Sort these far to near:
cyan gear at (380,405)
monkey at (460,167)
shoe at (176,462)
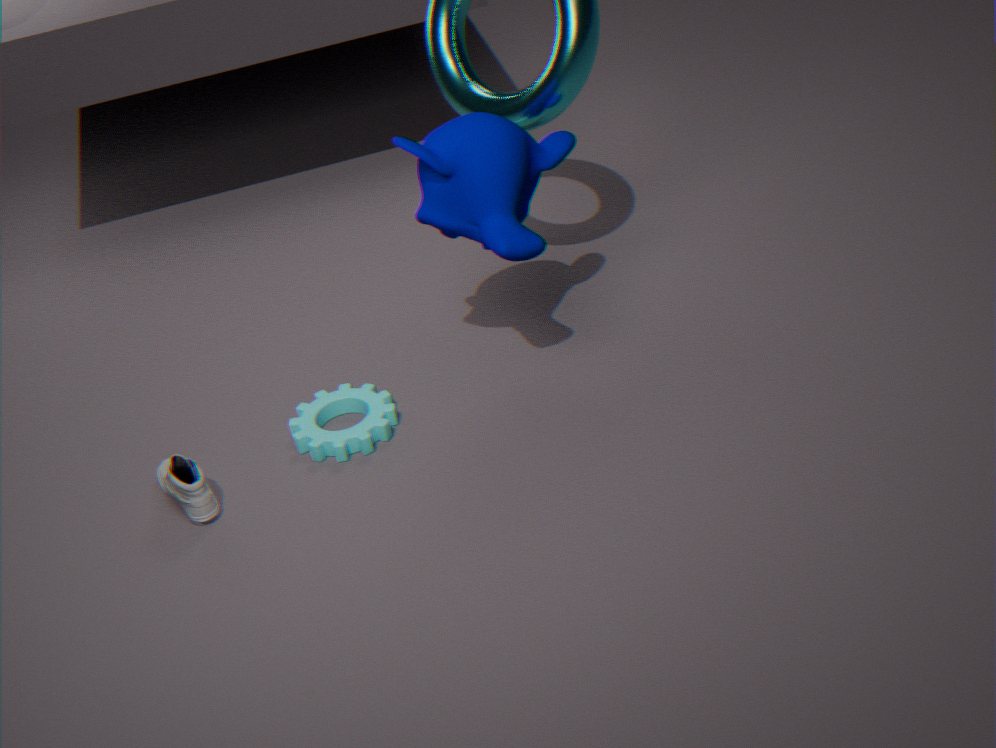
cyan gear at (380,405), shoe at (176,462), monkey at (460,167)
